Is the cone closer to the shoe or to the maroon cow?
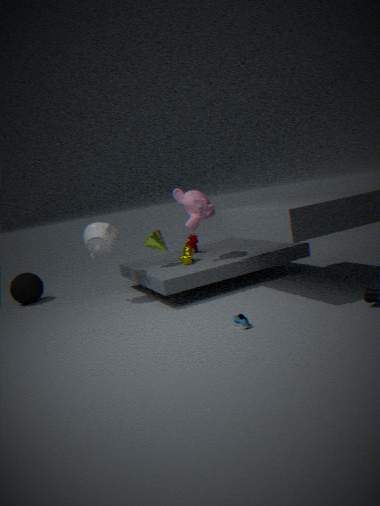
the maroon cow
